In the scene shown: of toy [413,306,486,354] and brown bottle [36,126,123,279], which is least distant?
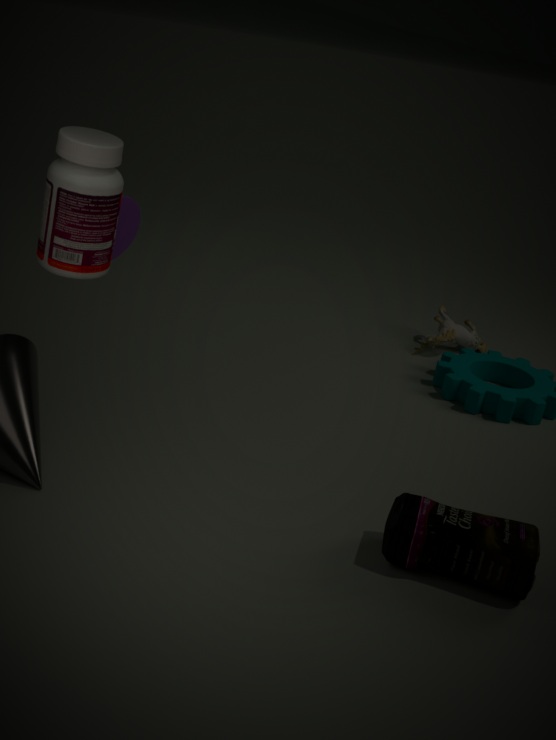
brown bottle [36,126,123,279]
